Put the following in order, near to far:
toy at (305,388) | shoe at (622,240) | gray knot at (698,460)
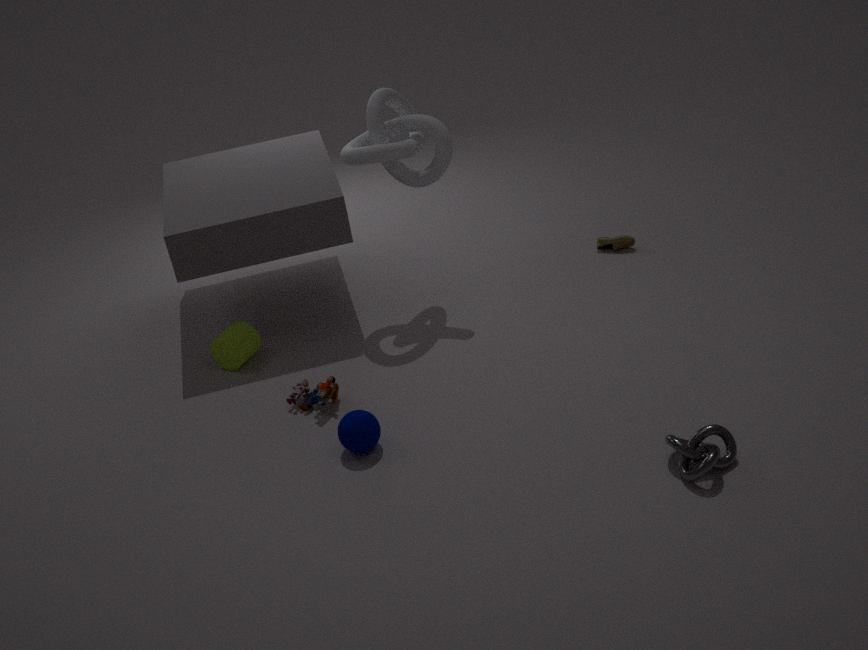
gray knot at (698,460) < toy at (305,388) < shoe at (622,240)
